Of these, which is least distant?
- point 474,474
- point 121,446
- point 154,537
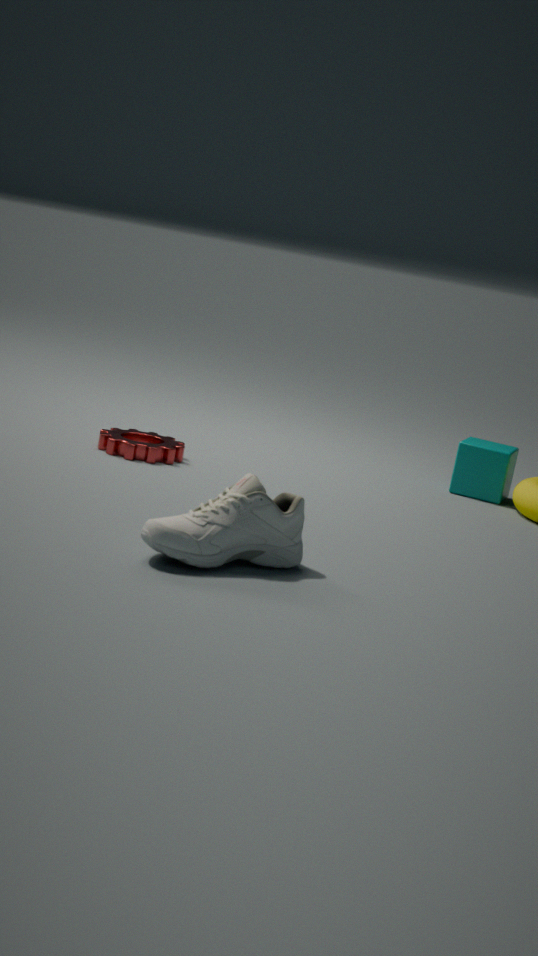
point 154,537
